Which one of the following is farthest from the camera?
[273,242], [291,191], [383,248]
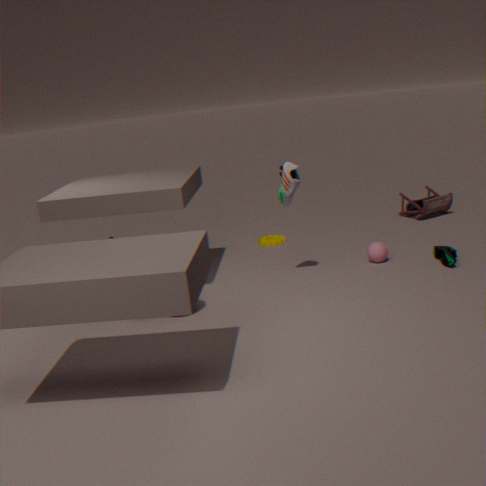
[273,242]
